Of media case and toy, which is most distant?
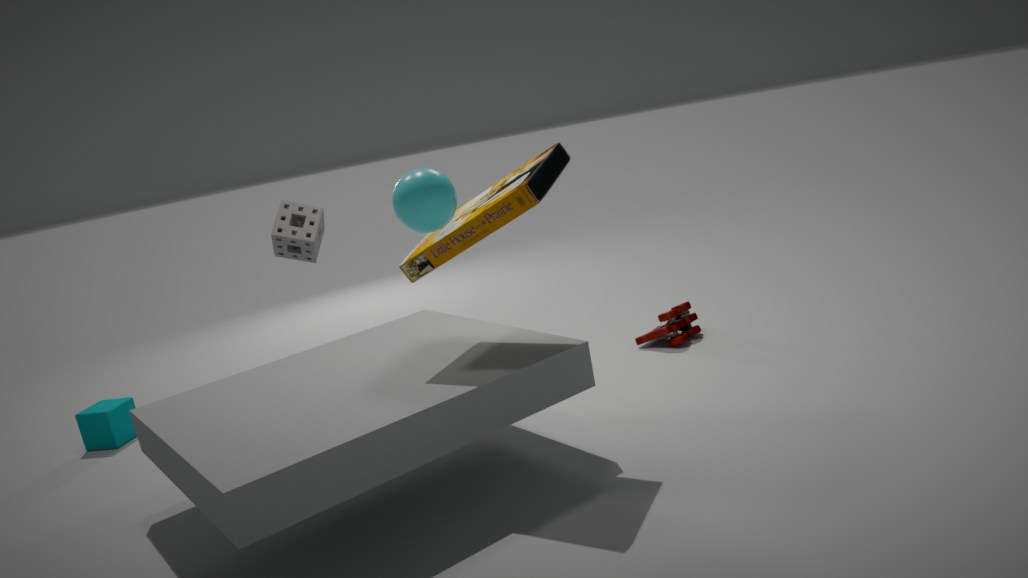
toy
